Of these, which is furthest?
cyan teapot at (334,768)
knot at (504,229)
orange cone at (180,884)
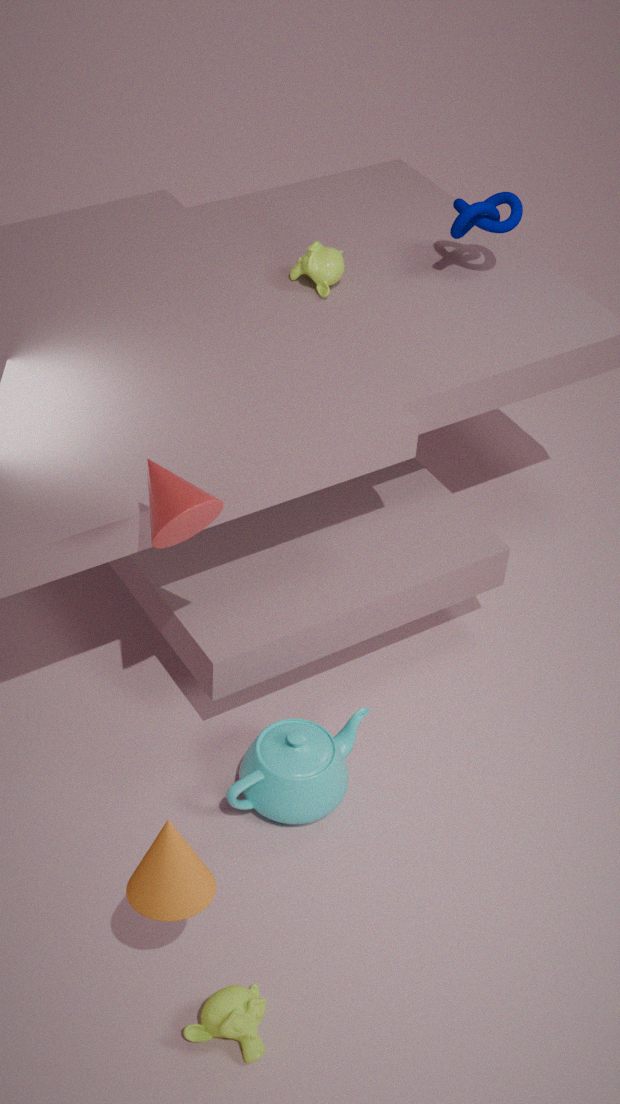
knot at (504,229)
